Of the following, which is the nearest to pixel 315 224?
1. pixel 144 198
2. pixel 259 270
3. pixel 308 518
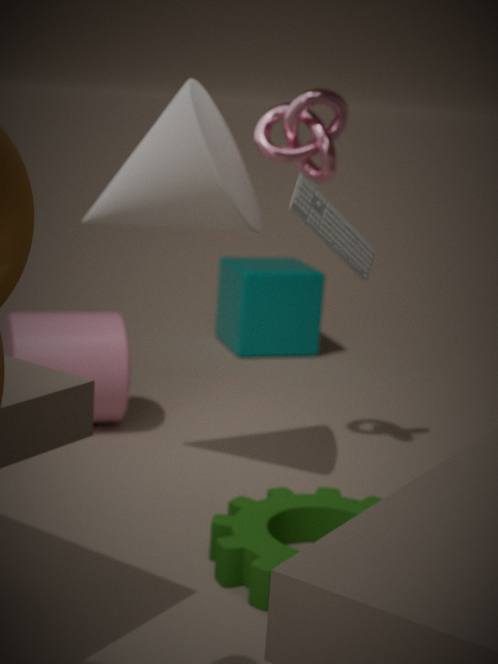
pixel 144 198
